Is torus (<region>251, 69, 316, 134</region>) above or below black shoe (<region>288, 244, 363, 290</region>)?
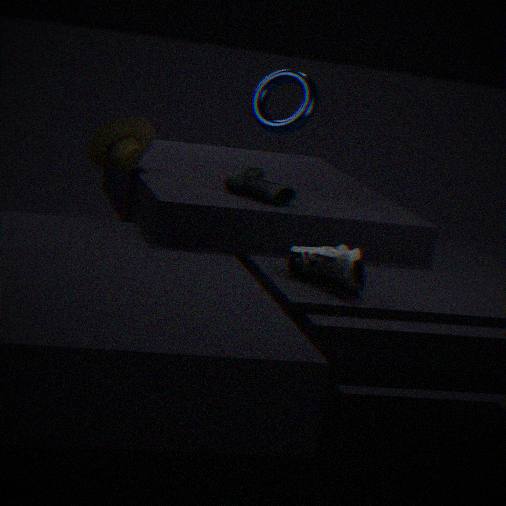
above
